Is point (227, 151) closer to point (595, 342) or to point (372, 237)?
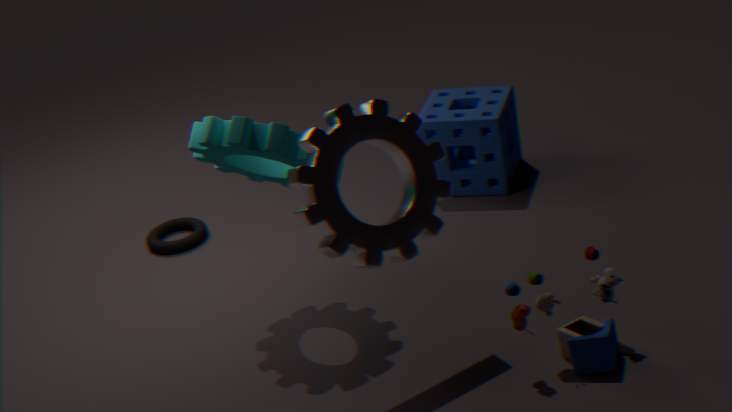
point (372, 237)
